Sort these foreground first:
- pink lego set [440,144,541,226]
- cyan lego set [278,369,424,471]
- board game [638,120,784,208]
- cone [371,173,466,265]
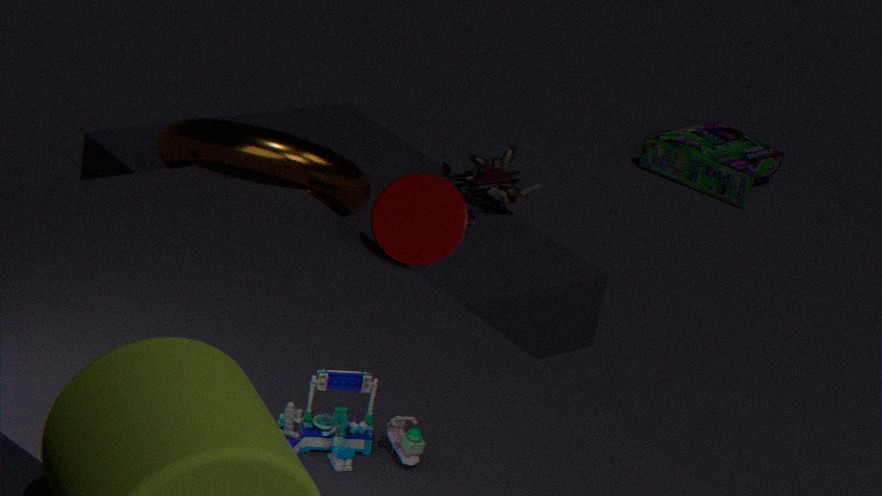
cyan lego set [278,369,424,471], cone [371,173,466,265], pink lego set [440,144,541,226], board game [638,120,784,208]
